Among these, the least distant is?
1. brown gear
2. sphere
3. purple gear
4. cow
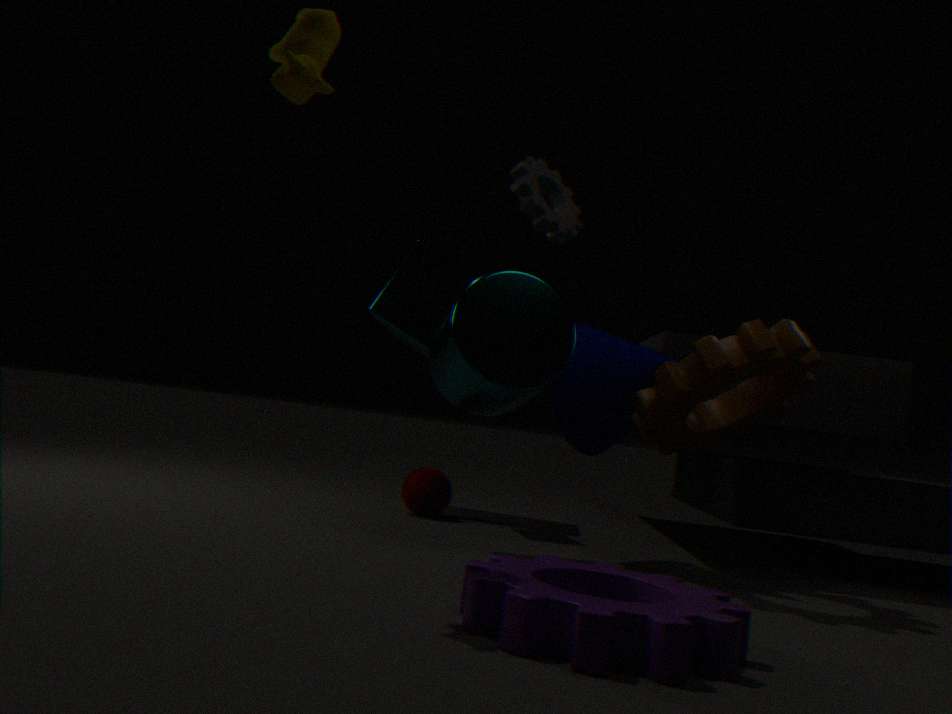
purple gear
